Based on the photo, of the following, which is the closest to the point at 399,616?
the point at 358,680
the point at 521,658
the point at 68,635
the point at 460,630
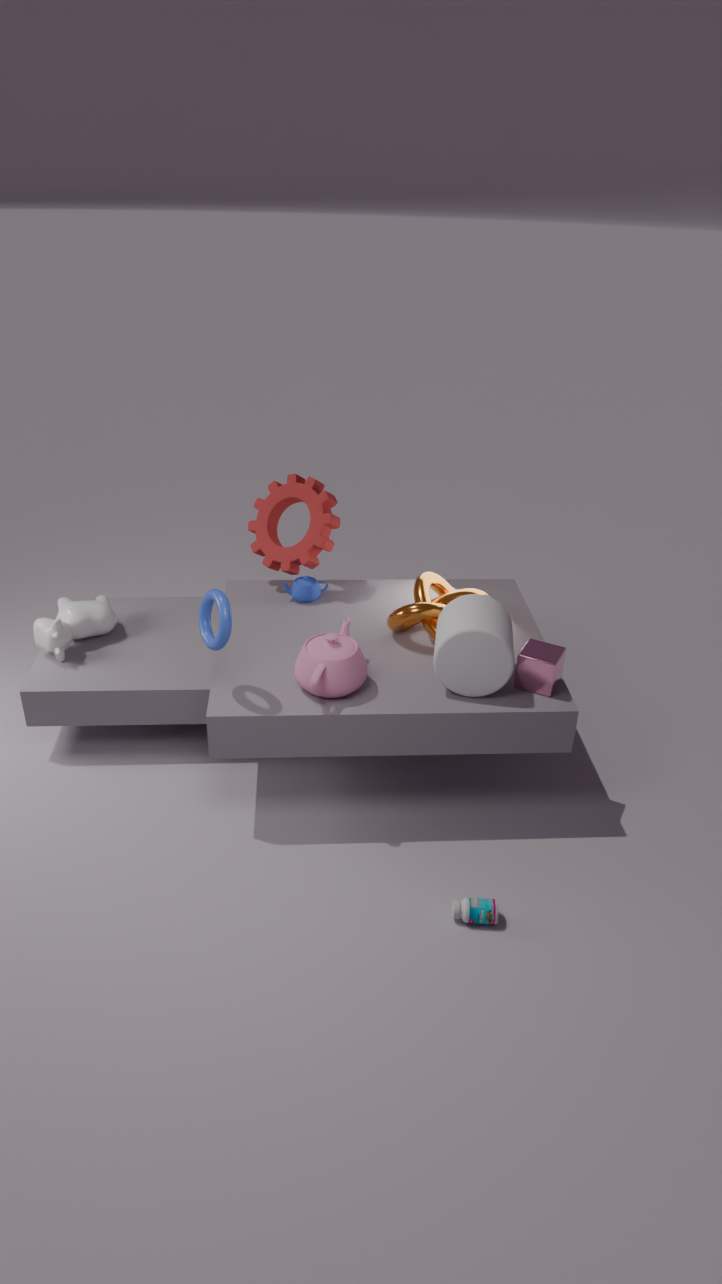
the point at 460,630
